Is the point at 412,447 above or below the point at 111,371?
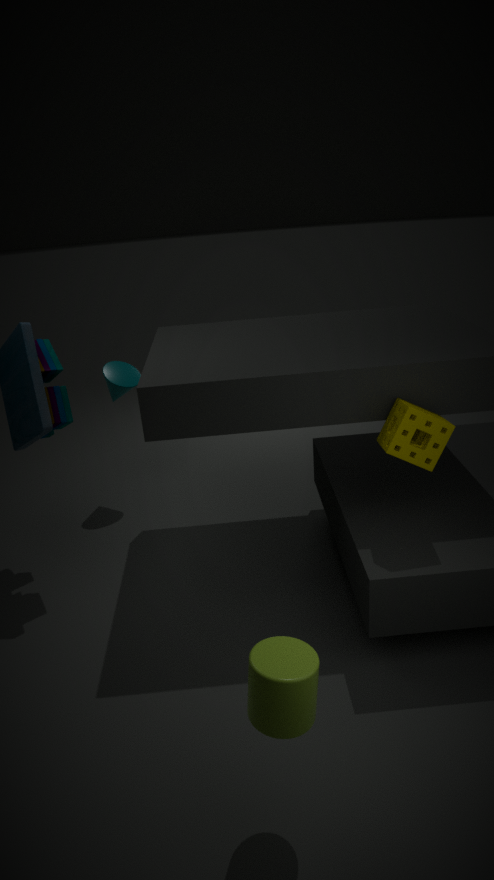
above
